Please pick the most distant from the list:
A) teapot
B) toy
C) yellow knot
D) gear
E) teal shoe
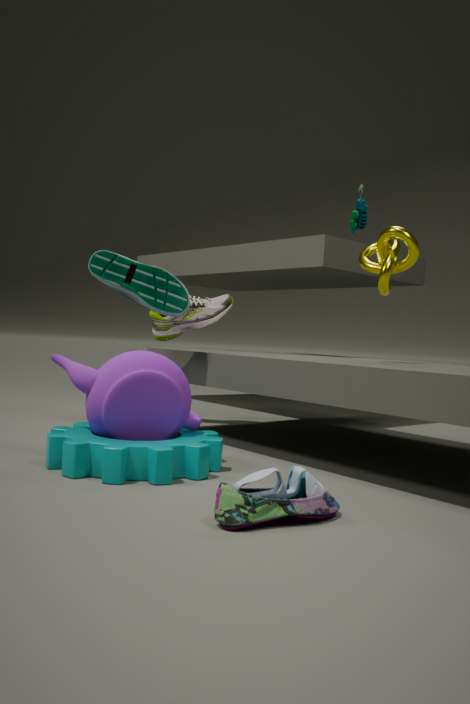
yellow knot
